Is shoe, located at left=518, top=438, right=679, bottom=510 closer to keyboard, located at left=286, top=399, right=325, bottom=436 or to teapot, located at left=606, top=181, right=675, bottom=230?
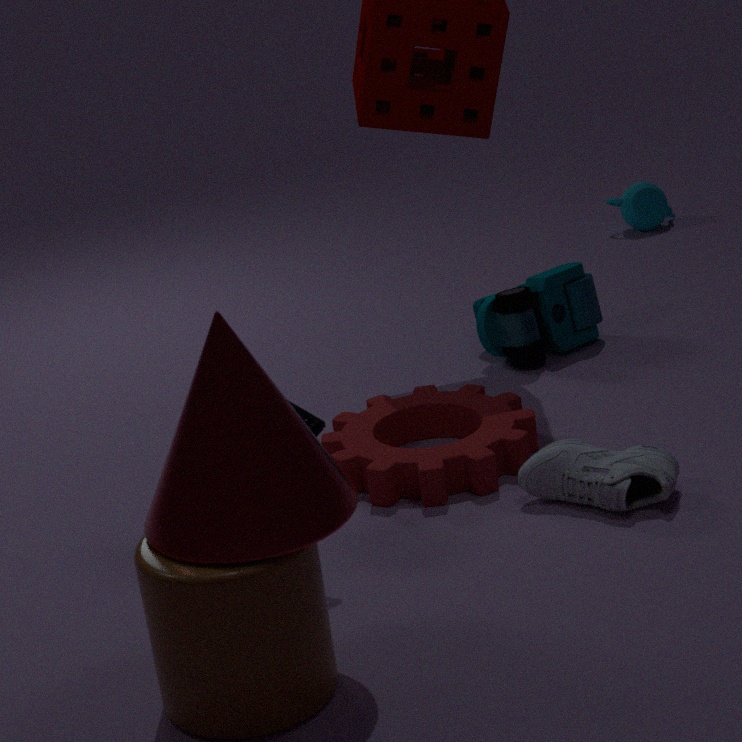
keyboard, located at left=286, top=399, right=325, bottom=436
